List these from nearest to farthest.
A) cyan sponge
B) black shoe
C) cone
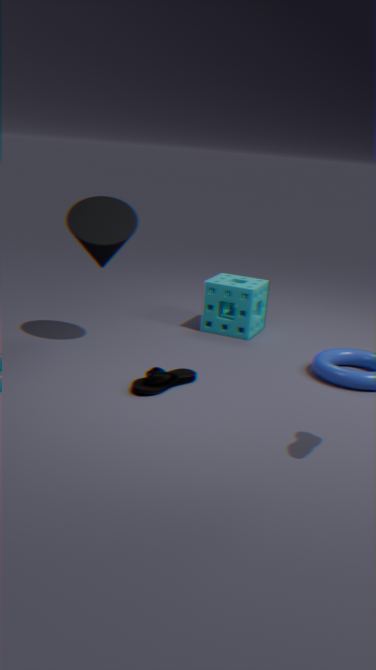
black shoe < cone < cyan sponge
